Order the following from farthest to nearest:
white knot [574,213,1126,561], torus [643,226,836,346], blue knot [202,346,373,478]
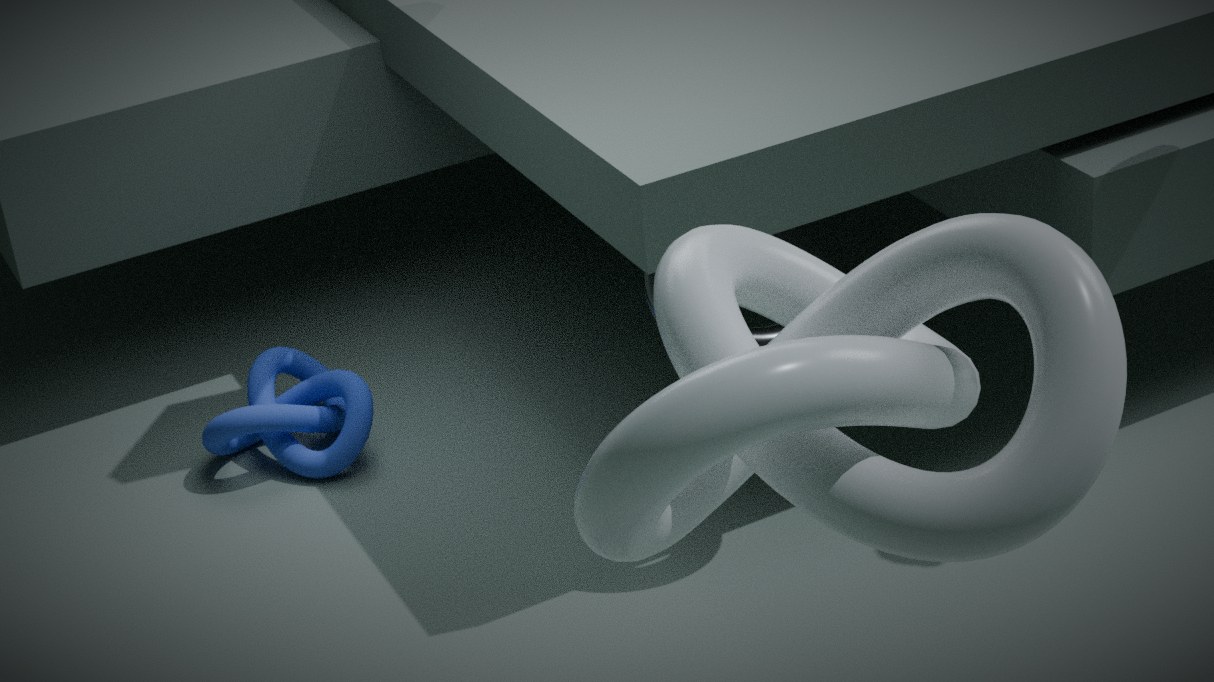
blue knot [202,346,373,478] < torus [643,226,836,346] < white knot [574,213,1126,561]
